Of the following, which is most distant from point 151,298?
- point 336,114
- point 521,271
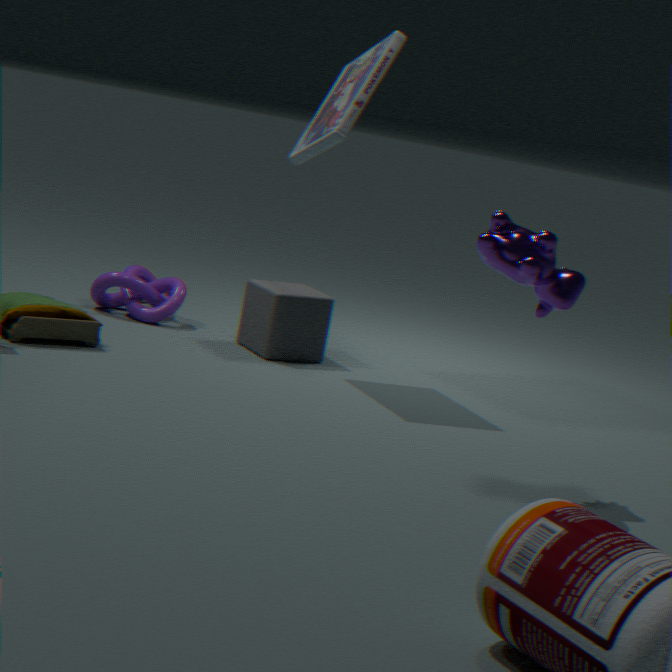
point 521,271
